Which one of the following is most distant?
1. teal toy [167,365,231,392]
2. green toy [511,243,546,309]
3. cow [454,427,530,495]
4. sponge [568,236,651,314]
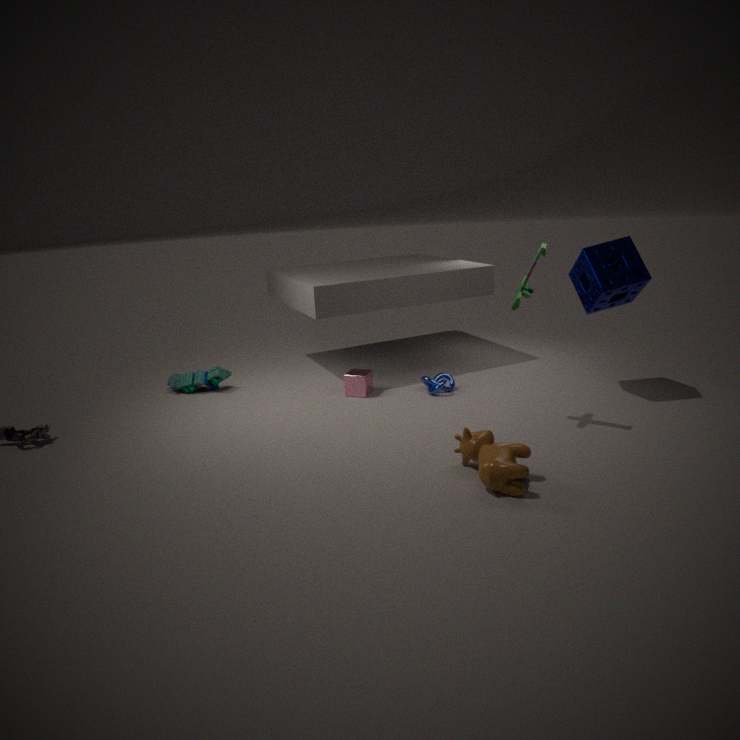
teal toy [167,365,231,392]
